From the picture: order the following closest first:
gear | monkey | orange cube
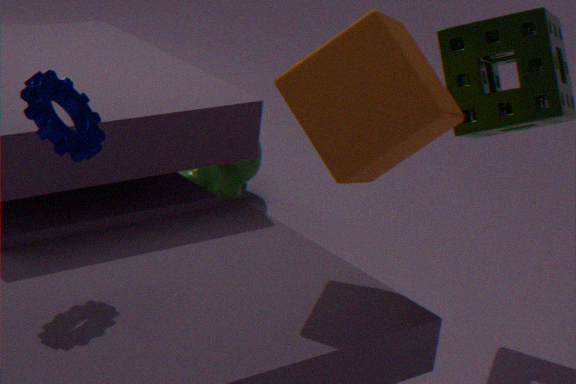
gear, orange cube, monkey
